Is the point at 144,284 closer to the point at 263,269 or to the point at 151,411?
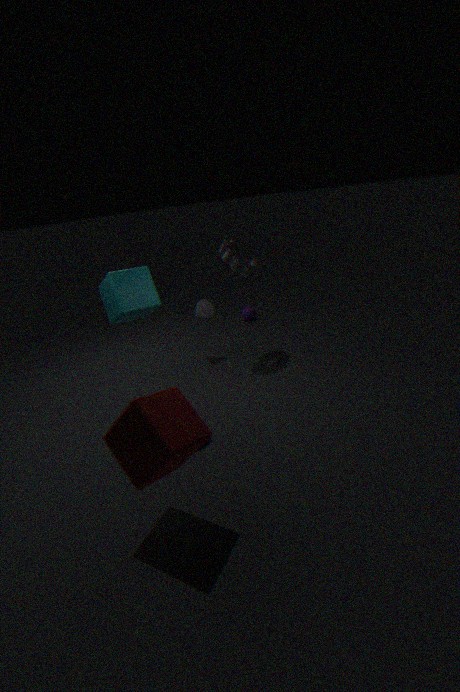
the point at 263,269
